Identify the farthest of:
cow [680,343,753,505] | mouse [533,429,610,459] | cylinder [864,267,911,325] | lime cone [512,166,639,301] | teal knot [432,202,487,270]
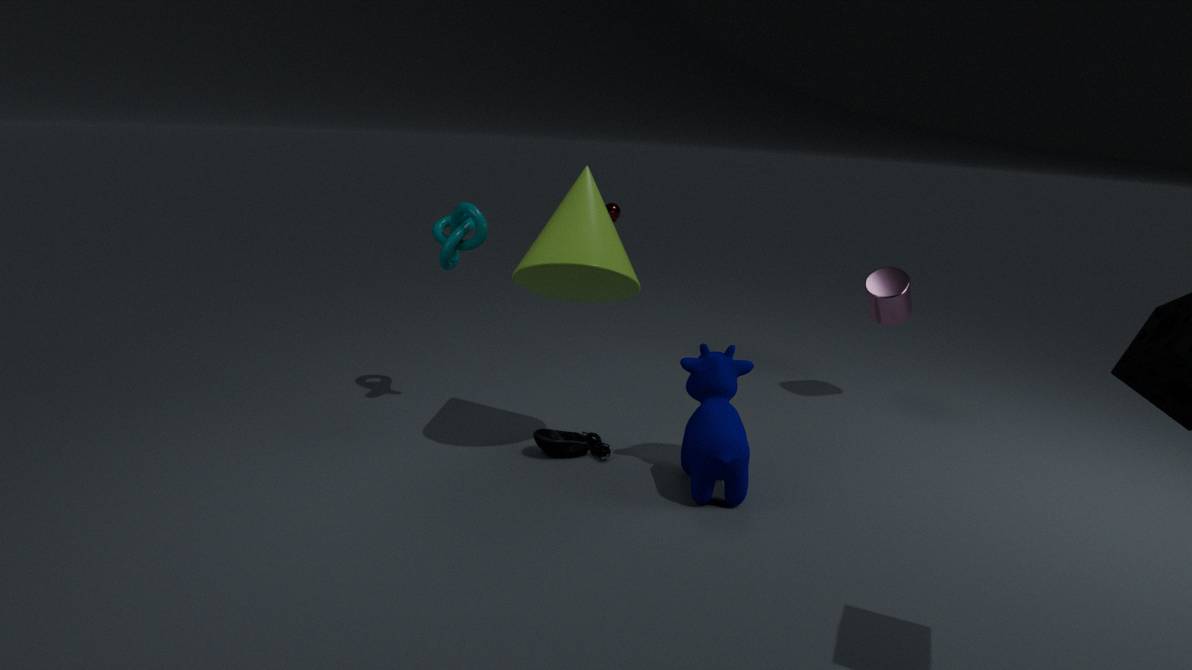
cylinder [864,267,911,325]
